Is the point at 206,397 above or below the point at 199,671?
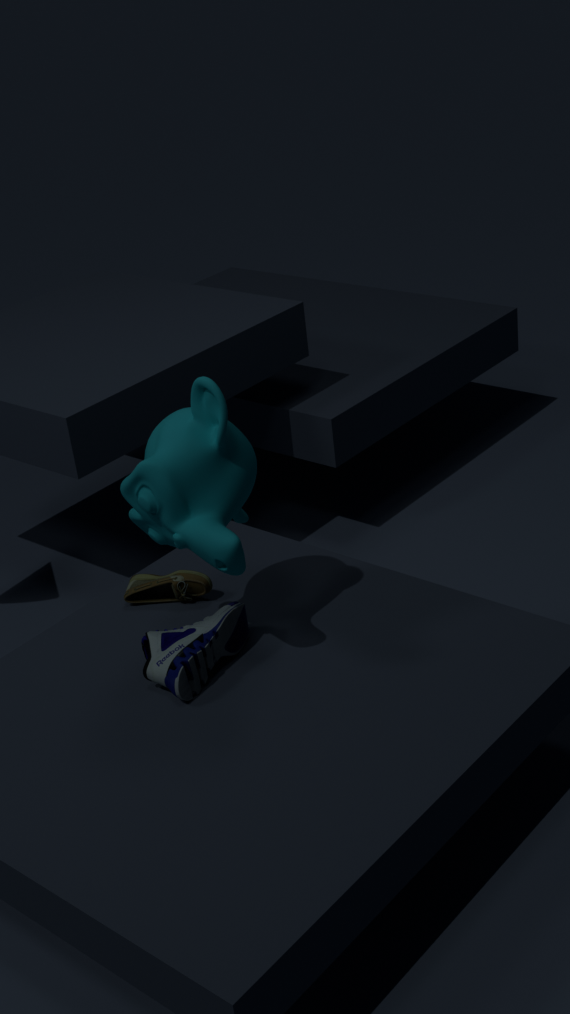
above
